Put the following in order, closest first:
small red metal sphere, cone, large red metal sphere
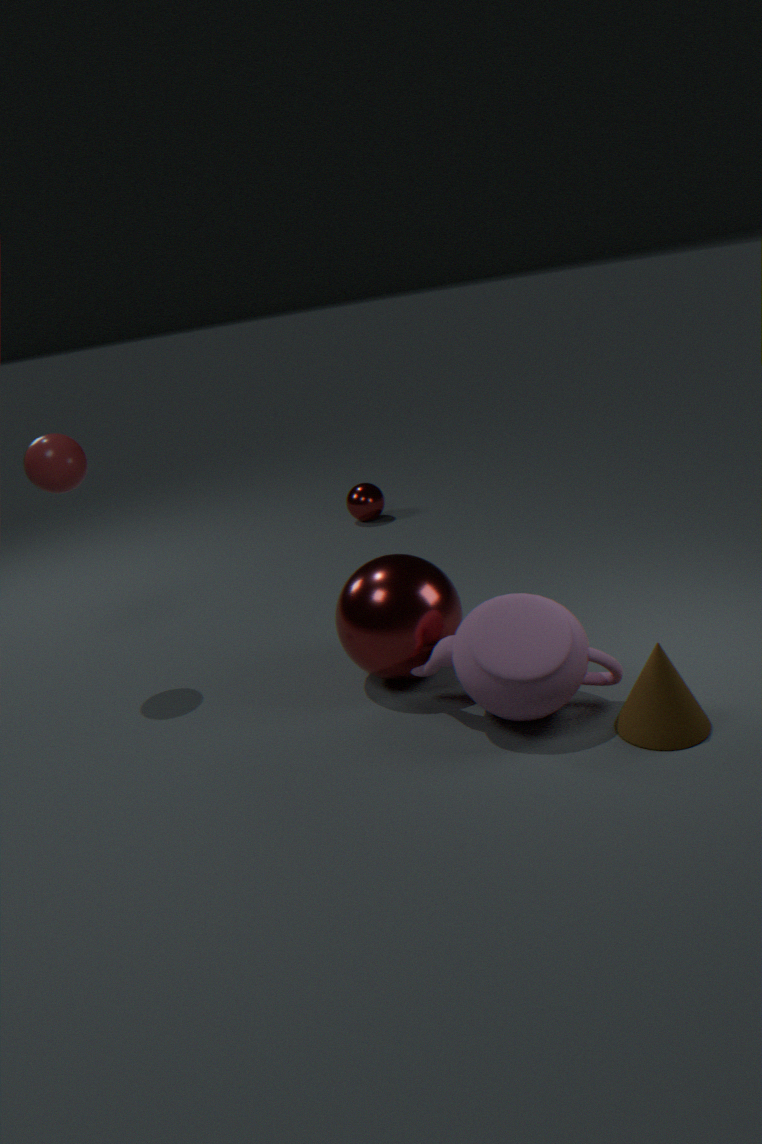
cone < large red metal sphere < small red metal sphere
